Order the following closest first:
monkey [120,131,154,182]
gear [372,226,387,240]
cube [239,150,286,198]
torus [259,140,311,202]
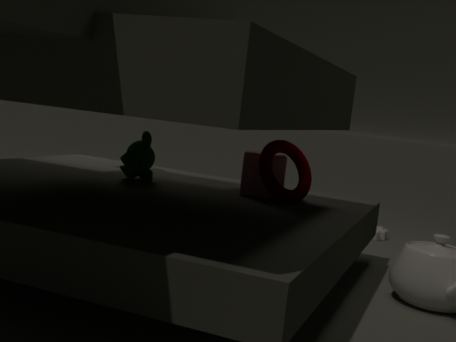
1. torus [259,140,311,202]
2. cube [239,150,286,198]
3. monkey [120,131,154,182]
4. gear [372,226,387,240]
